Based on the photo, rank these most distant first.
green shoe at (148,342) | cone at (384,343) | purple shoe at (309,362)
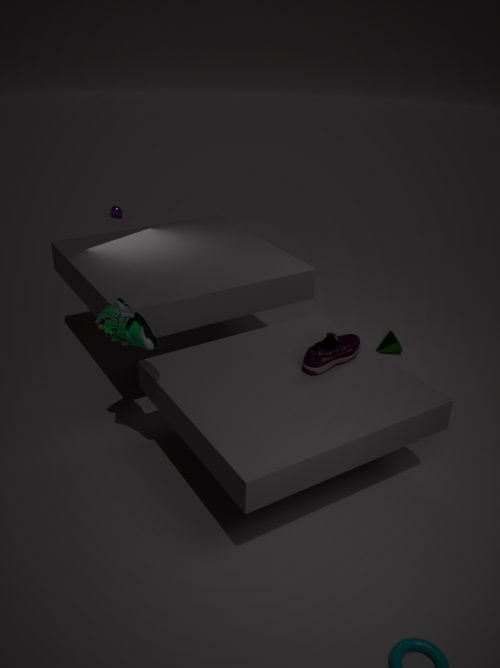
cone at (384,343), purple shoe at (309,362), green shoe at (148,342)
